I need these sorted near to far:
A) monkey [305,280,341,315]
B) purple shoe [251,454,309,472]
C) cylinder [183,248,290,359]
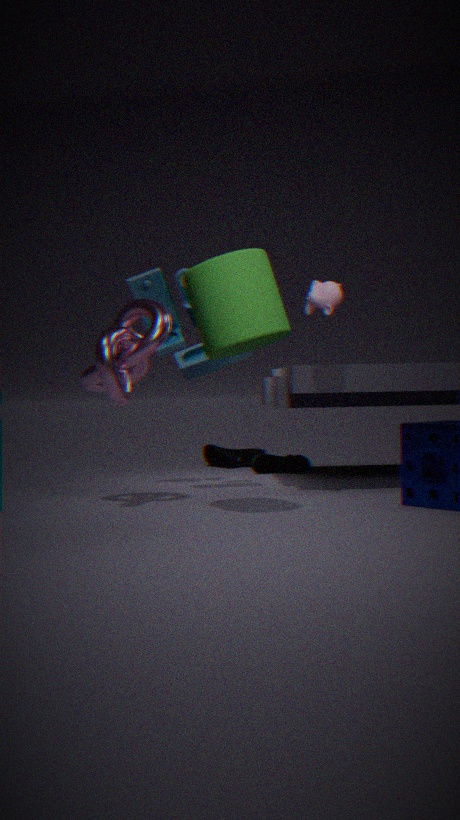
1. cylinder [183,248,290,359]
2. monkey [305,280,341,315]
3. purple shoe [251,454,309,472]
